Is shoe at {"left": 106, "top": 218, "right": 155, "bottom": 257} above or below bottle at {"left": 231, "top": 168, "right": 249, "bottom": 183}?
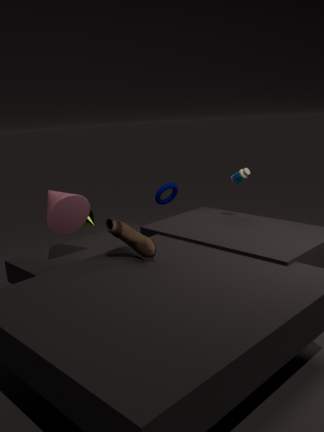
below
